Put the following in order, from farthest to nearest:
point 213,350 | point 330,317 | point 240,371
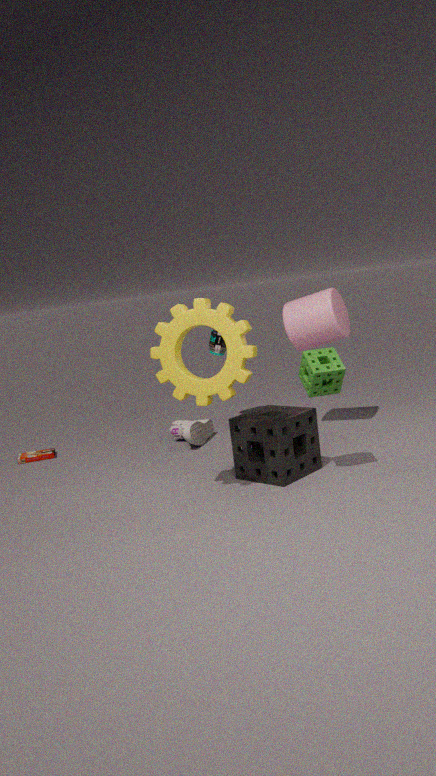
point 213,350
point 330,317
point 240,371
